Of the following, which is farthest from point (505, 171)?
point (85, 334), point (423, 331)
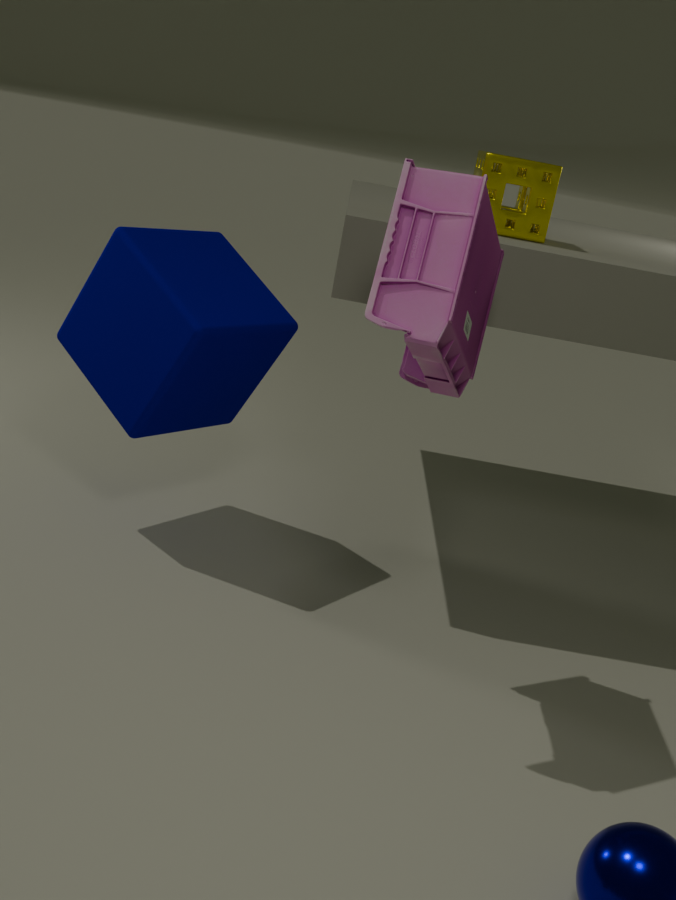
point (85, 334)
